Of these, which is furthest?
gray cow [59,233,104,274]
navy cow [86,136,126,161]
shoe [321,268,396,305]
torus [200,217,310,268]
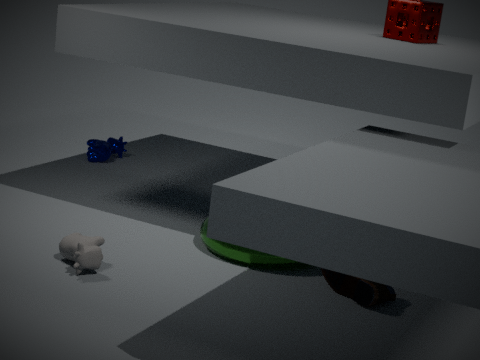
navy cow [86,136,126,161]
